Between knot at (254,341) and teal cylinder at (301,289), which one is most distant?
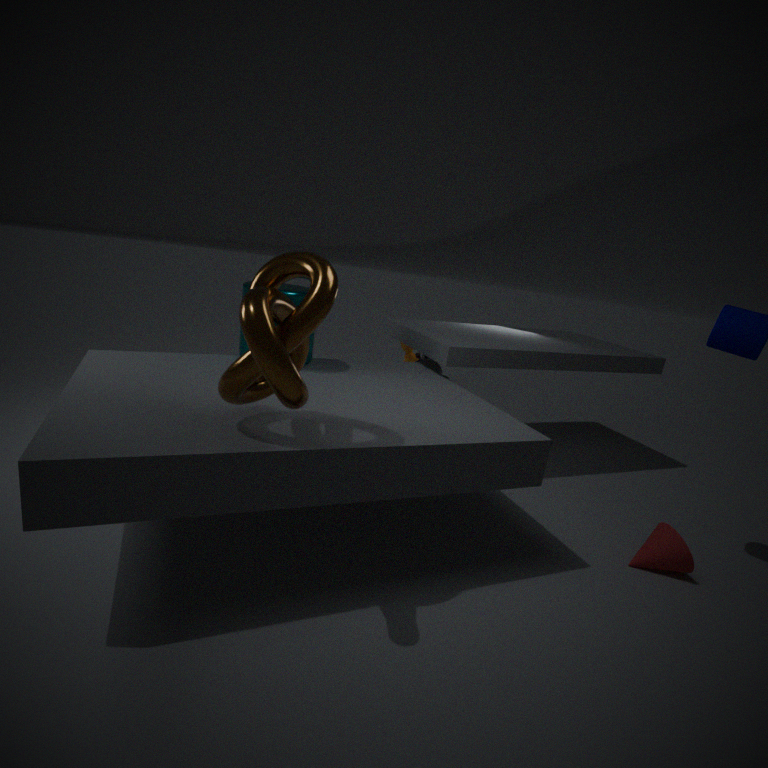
teal cylinder at (301,289)
